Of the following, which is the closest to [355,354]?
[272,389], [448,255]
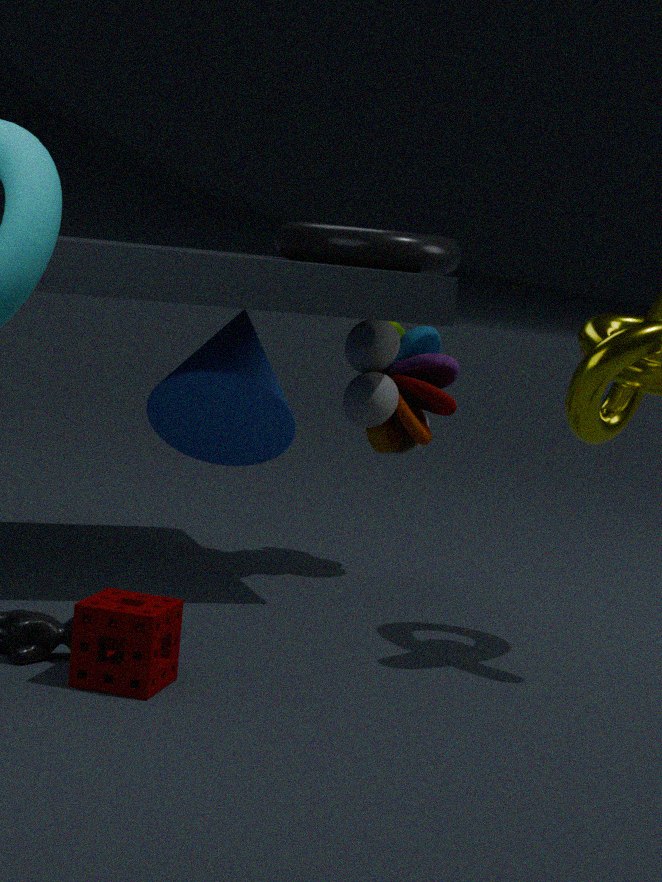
[448,255]
